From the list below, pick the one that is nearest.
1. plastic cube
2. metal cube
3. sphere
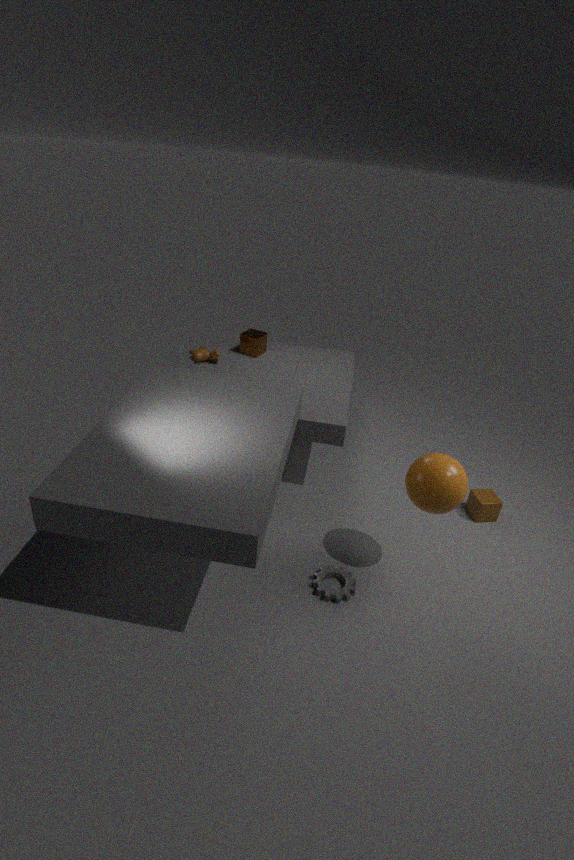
sphere
